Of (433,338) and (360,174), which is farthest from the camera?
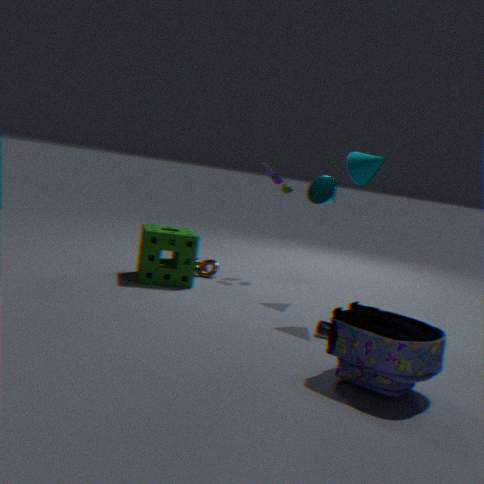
(360,174)
